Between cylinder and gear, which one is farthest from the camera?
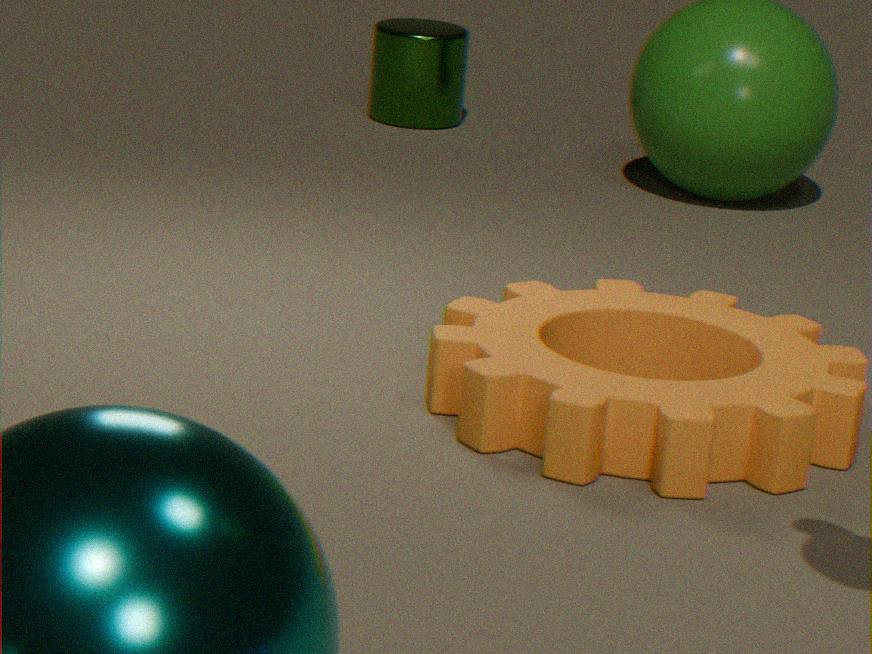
cylinder
